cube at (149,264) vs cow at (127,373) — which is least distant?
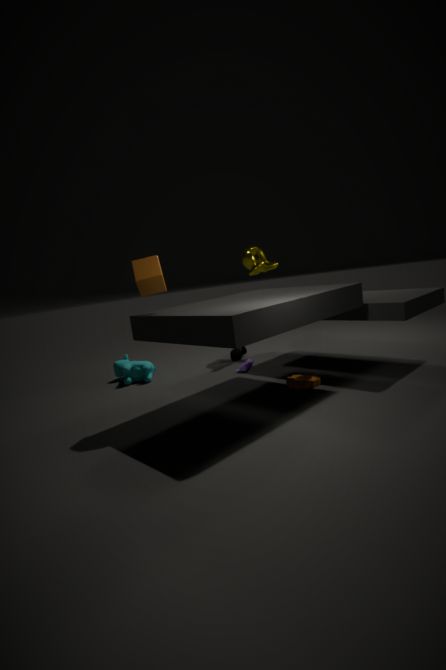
cube at (149,264)
